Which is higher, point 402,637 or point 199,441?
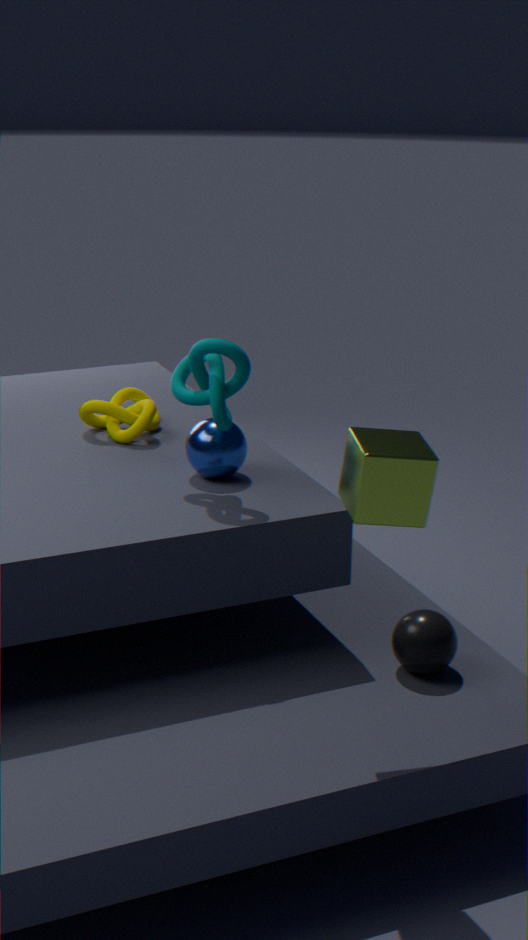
point 199,441
